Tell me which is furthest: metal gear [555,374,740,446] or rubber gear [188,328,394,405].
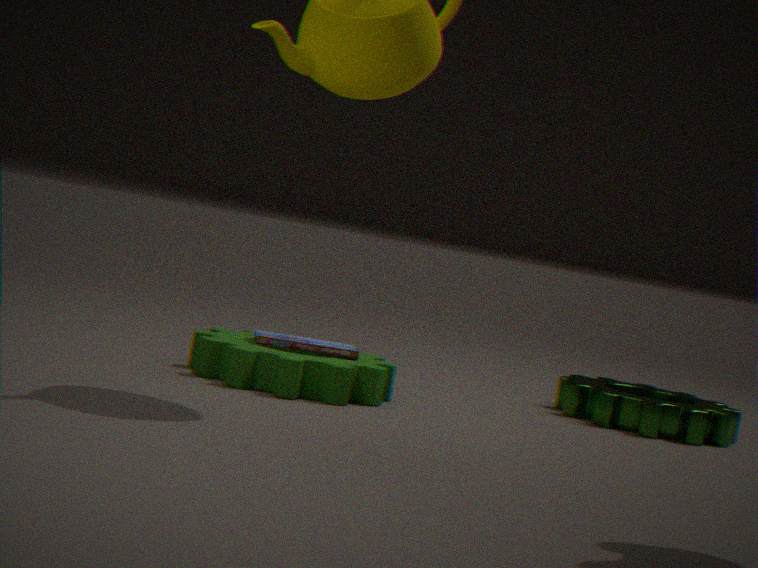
metal gear [555,374,740,446]
